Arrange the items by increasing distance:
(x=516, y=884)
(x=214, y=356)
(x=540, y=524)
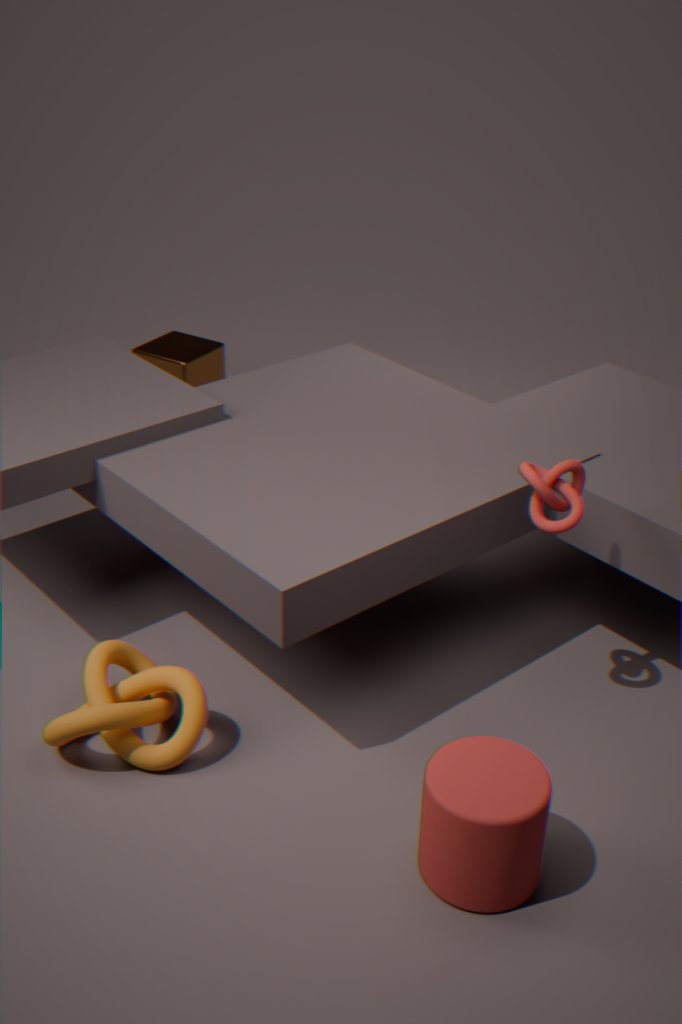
(x=516, y=884)
(x=540, y=524)
(x=214, y=356)
